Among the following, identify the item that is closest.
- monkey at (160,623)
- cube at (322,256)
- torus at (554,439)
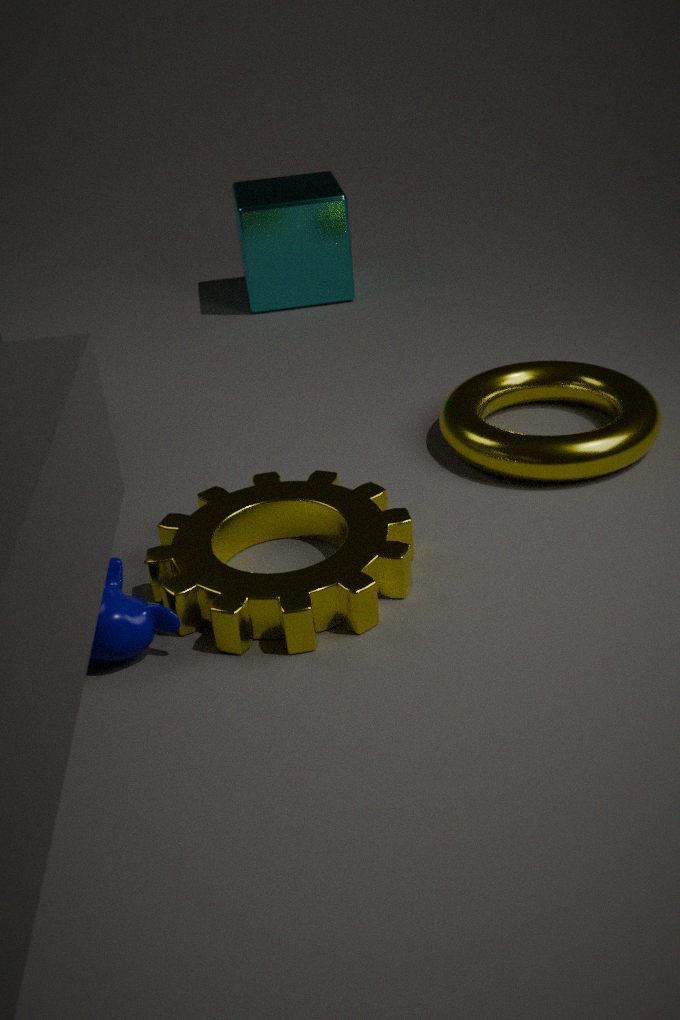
monkey at (160,623)
